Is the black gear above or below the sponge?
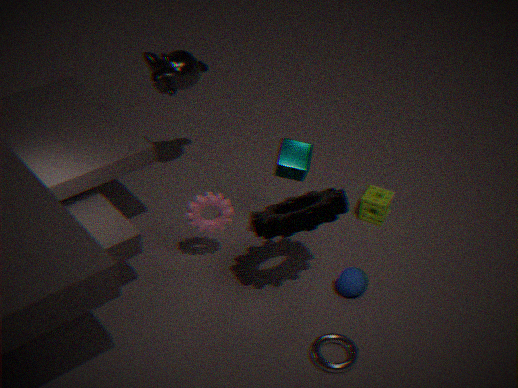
above
